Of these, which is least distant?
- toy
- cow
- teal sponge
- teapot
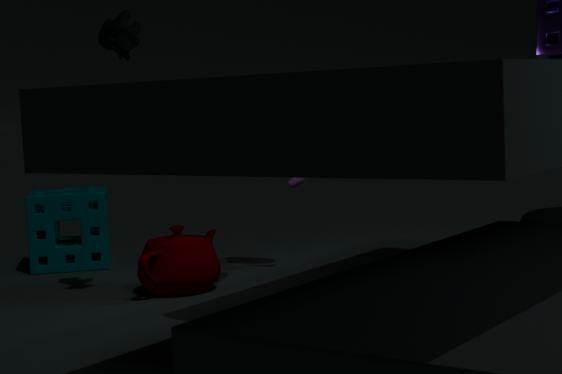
cow
